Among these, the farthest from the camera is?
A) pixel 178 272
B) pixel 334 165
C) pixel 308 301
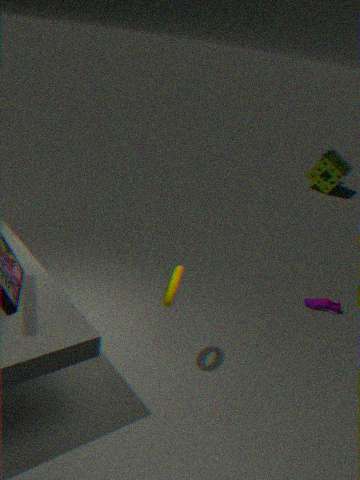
B. pixel 334 165
